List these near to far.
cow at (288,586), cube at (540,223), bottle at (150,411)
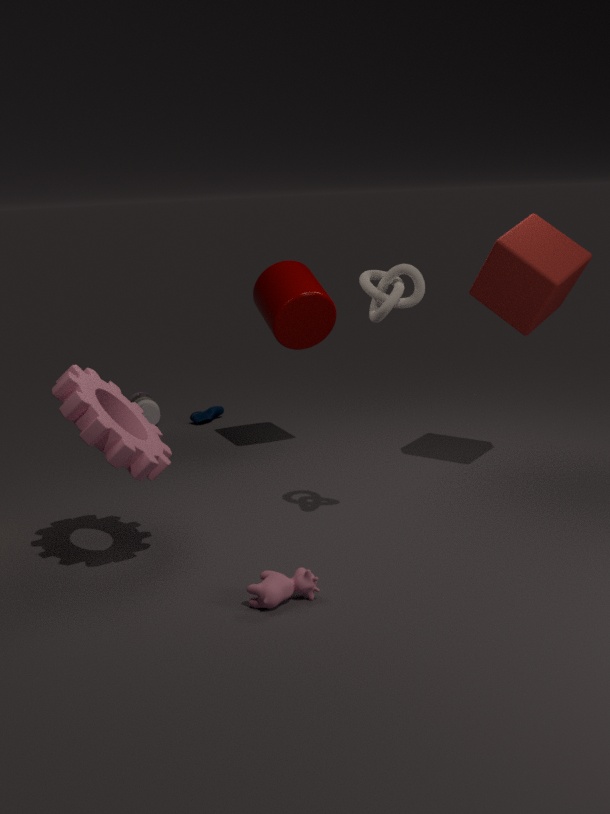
cow at (288,586) → cube at (540,223) → bottle at (150,411)
